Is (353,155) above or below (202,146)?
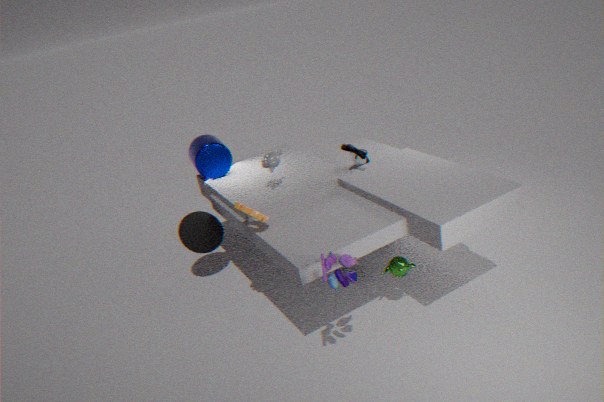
below
